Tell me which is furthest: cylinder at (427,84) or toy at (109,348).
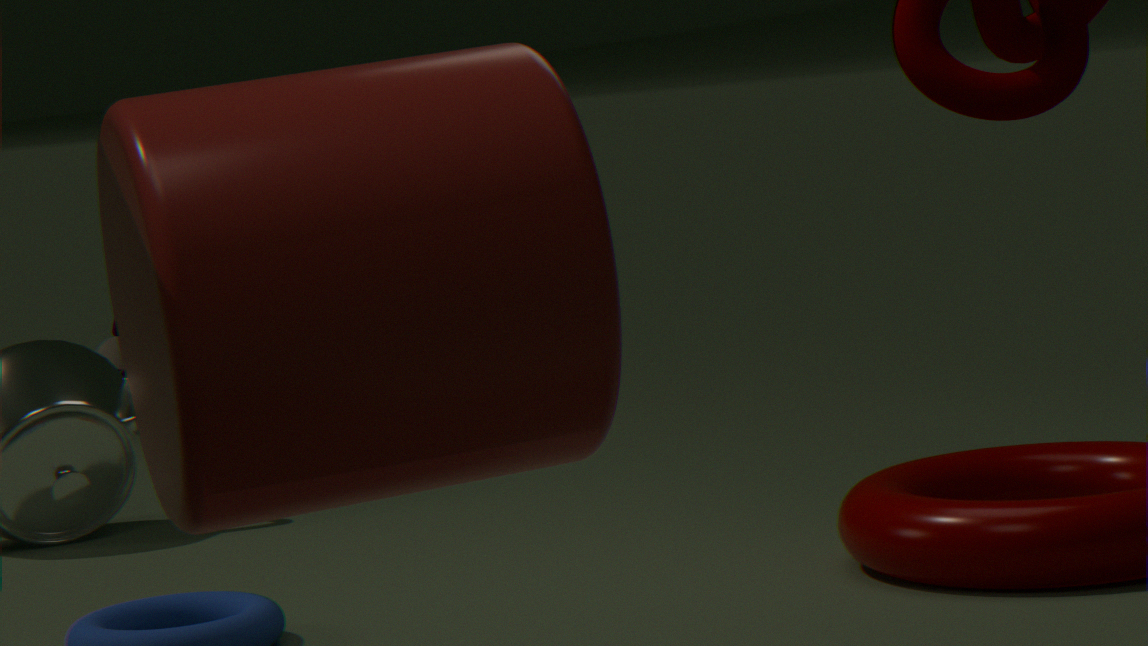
toy at (109,348)
